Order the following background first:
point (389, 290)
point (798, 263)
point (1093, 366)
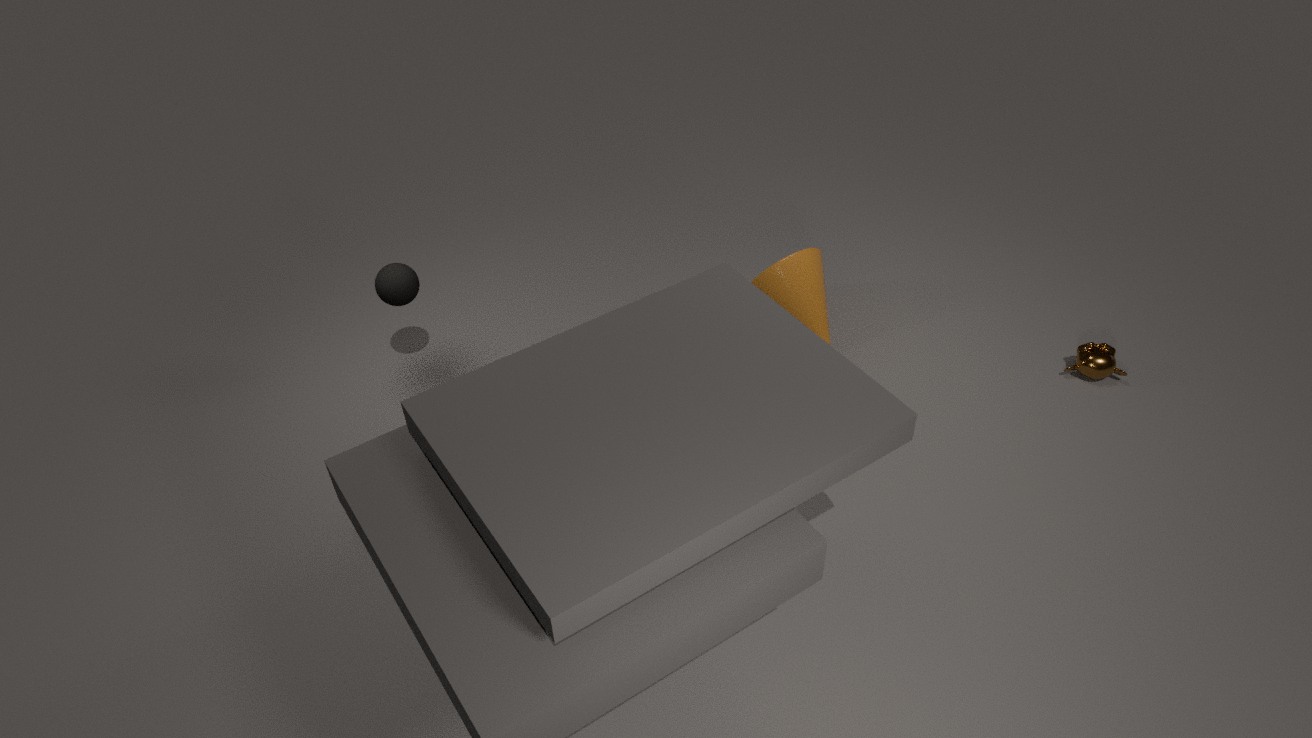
point (798, 263) → point (1093, 366) → point (389, 290)
